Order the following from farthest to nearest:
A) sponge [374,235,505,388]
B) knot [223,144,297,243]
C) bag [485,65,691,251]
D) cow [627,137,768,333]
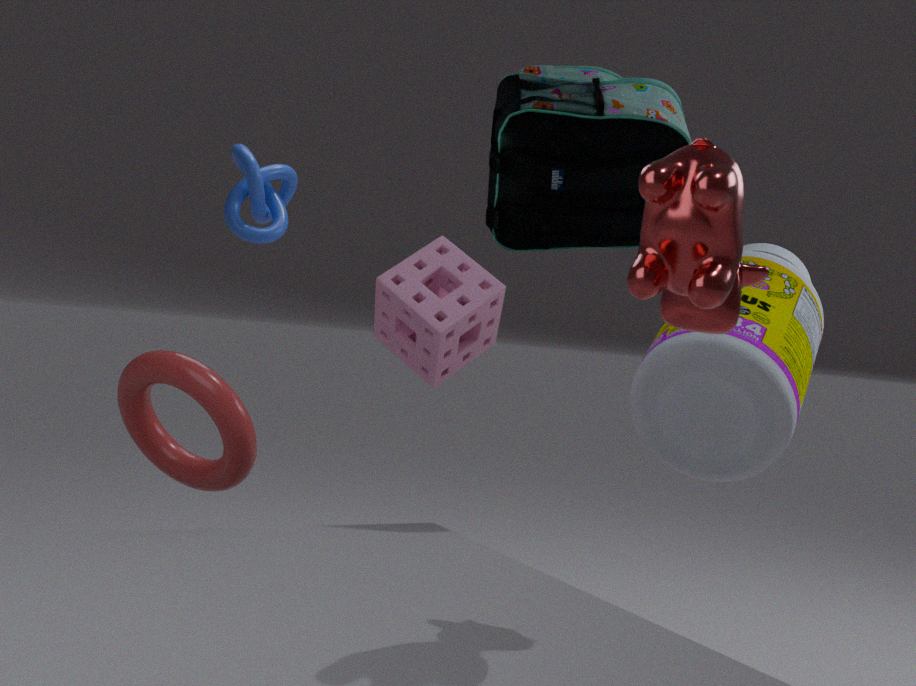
knot [223,144,297,243] < sponge [374,235,505,388] < bag [485,65,691,251] < cow [627,137,768,333]
